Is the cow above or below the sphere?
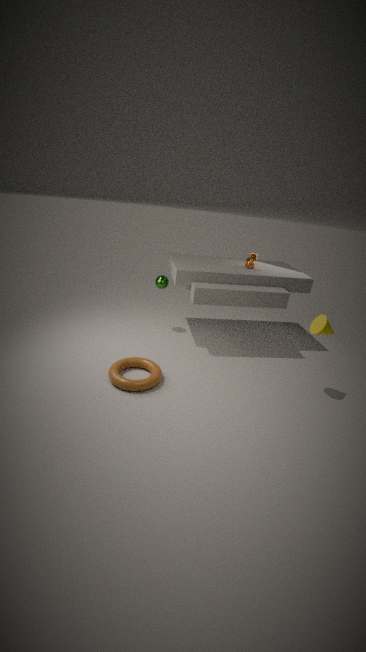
above
